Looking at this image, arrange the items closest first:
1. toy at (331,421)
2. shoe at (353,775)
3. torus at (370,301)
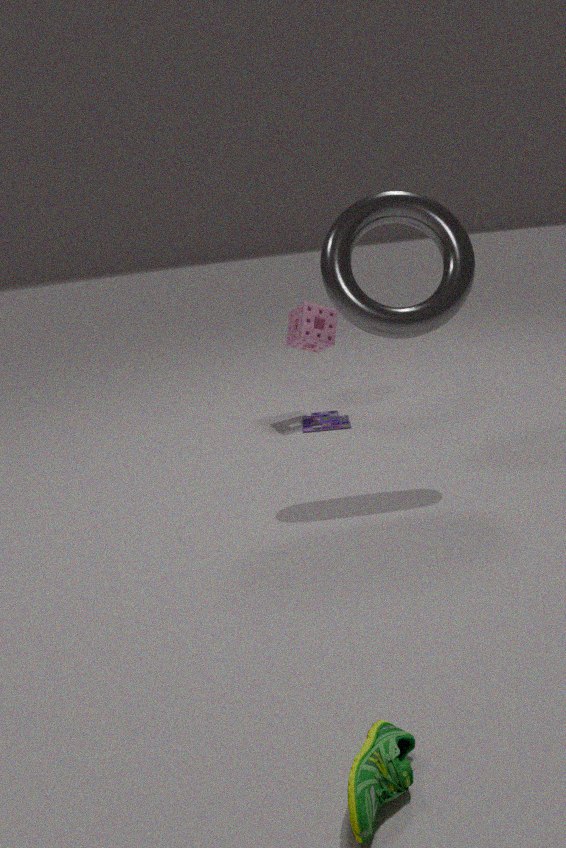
shoe at (353,775) < torus at (370,301) < toy at (331,421)
